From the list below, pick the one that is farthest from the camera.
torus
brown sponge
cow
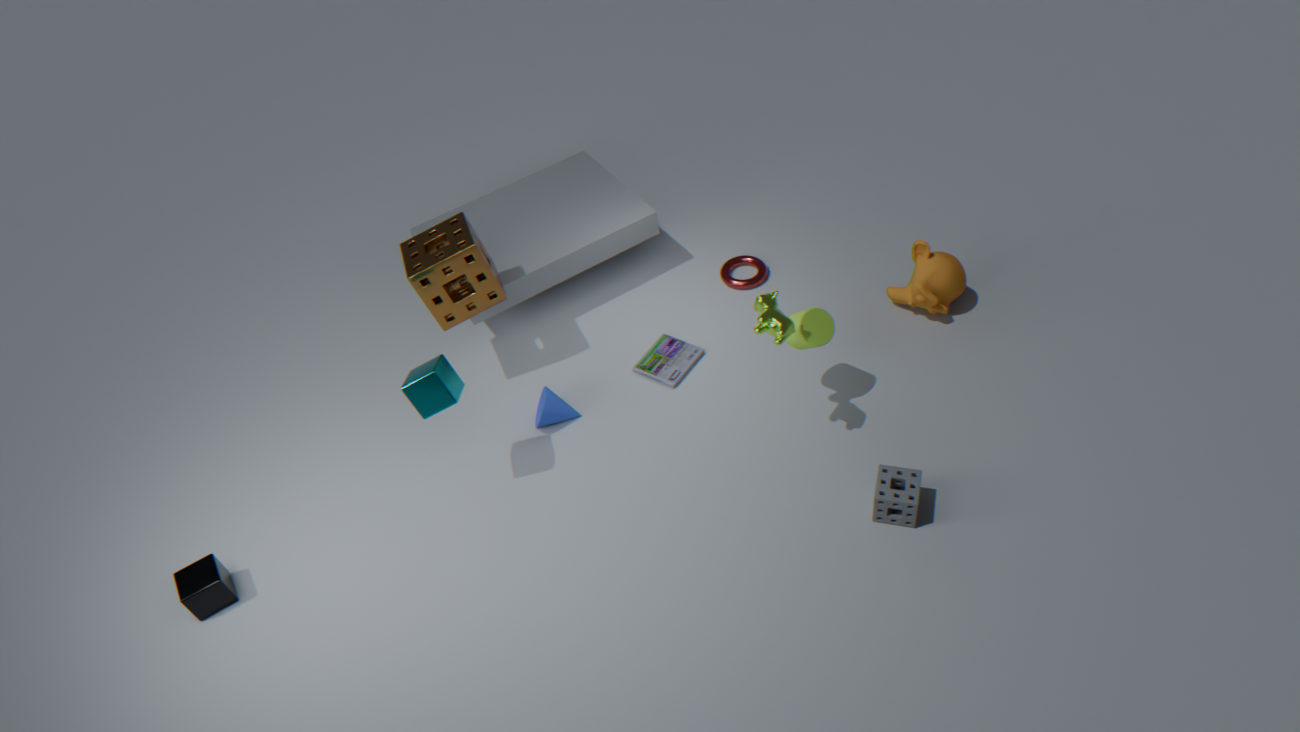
torus
